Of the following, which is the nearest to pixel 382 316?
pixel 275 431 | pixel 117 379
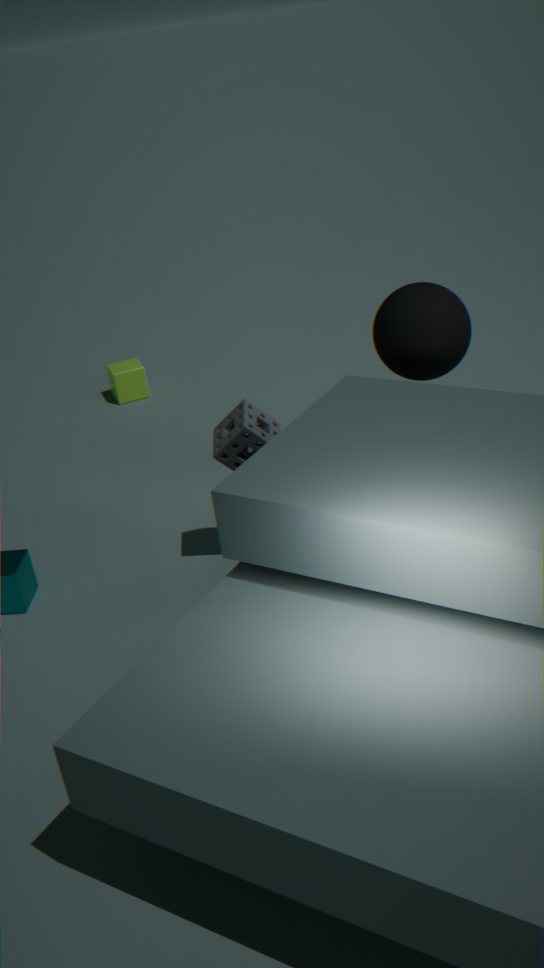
pixel 275 431
